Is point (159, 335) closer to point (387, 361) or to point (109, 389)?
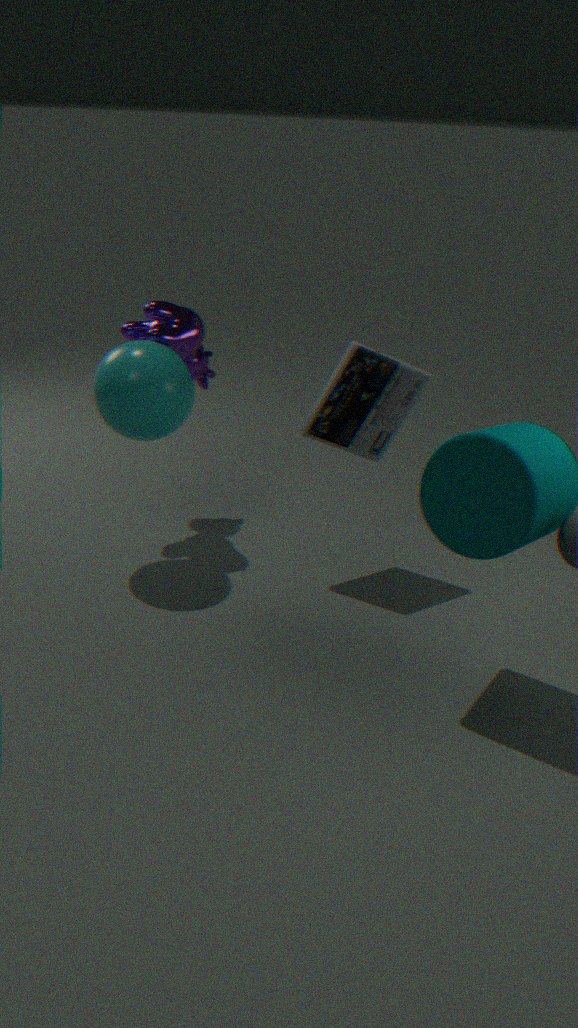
point (109, 389)
